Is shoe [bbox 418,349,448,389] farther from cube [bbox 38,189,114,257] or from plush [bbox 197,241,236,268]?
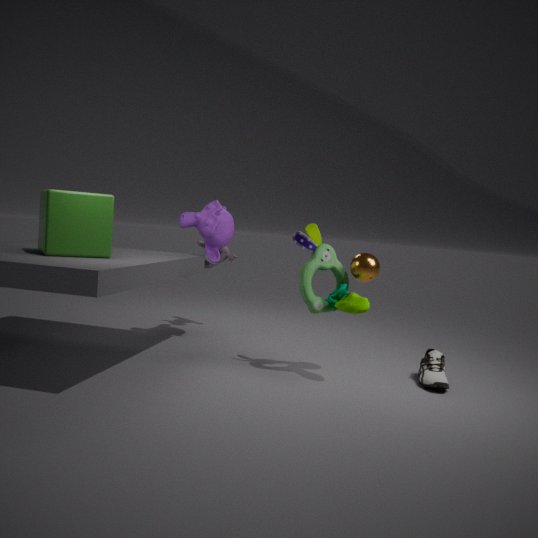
cube [bbox 38,189,114,257]
